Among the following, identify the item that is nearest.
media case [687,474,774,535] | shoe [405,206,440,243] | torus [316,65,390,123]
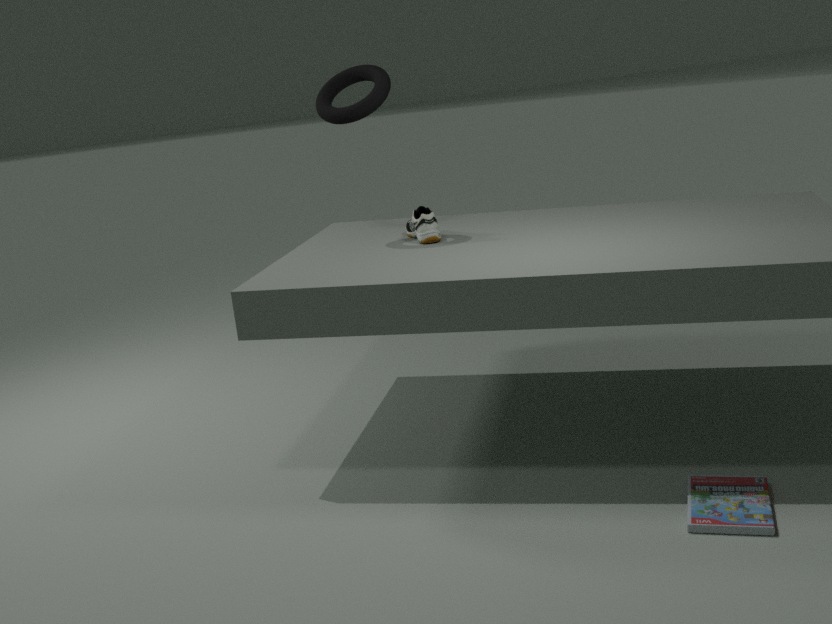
media case [687,474,774,535]
